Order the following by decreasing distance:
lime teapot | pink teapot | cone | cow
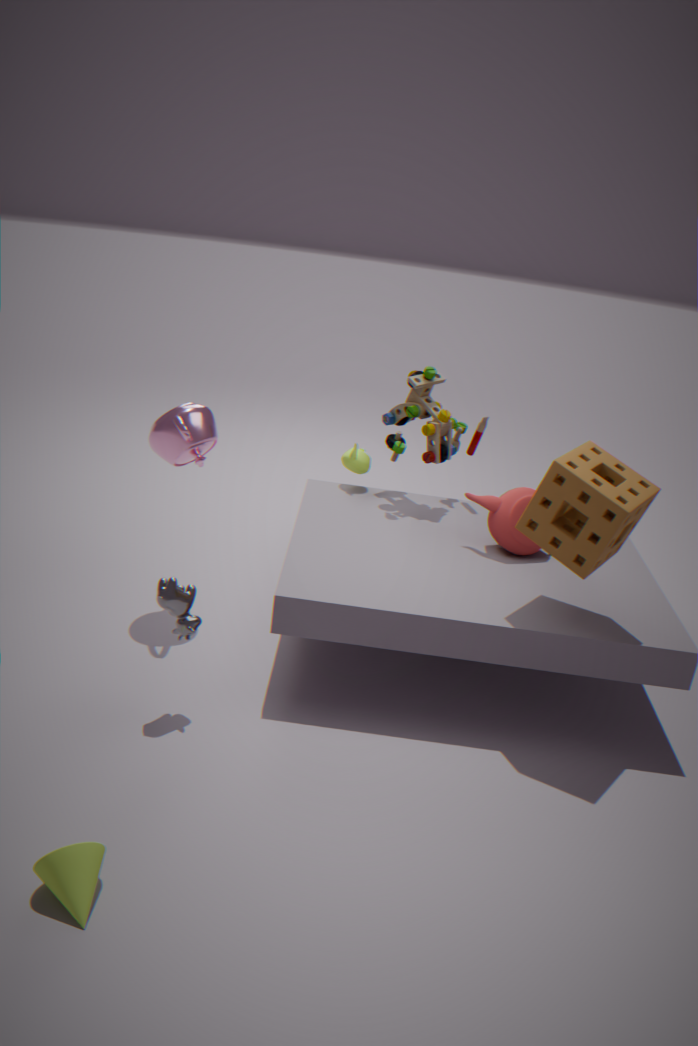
1. lime teapot
2. pink teapot
3. cow
4. cone
